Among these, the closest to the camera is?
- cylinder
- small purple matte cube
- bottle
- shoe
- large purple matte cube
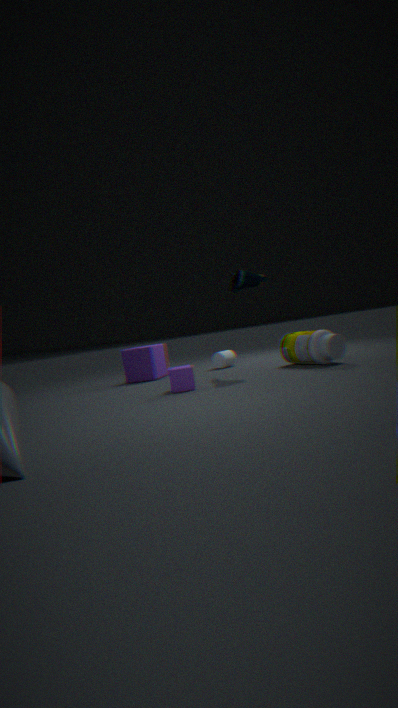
small purple matte cube
